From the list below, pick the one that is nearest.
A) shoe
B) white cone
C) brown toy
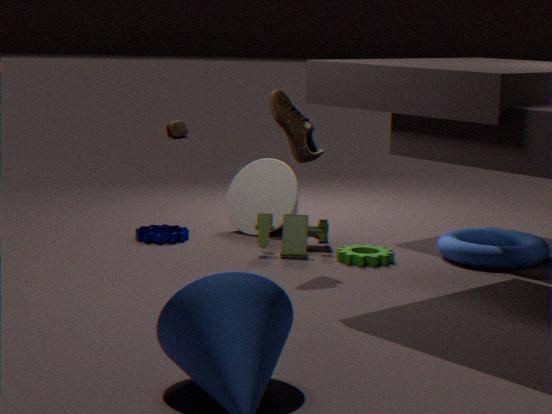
shoe
